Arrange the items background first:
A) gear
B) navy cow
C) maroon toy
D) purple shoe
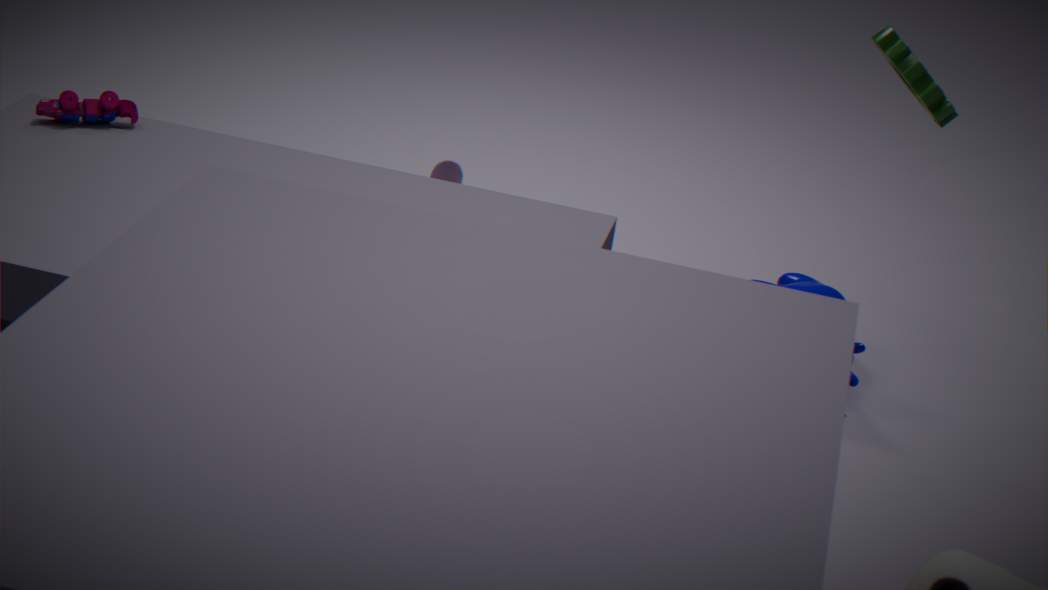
purple shoe < navy cow < maroon toy < gear
